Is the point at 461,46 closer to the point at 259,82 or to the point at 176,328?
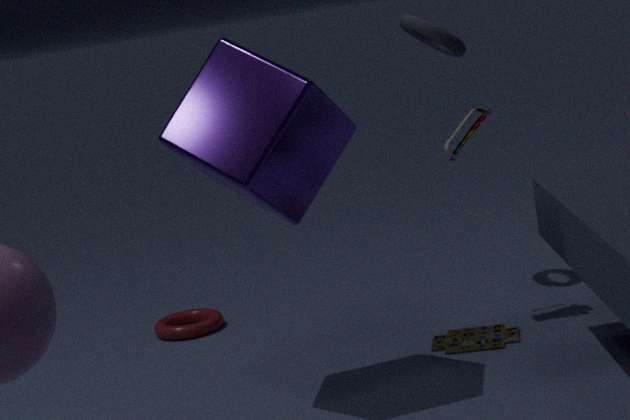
the point at 259,82
